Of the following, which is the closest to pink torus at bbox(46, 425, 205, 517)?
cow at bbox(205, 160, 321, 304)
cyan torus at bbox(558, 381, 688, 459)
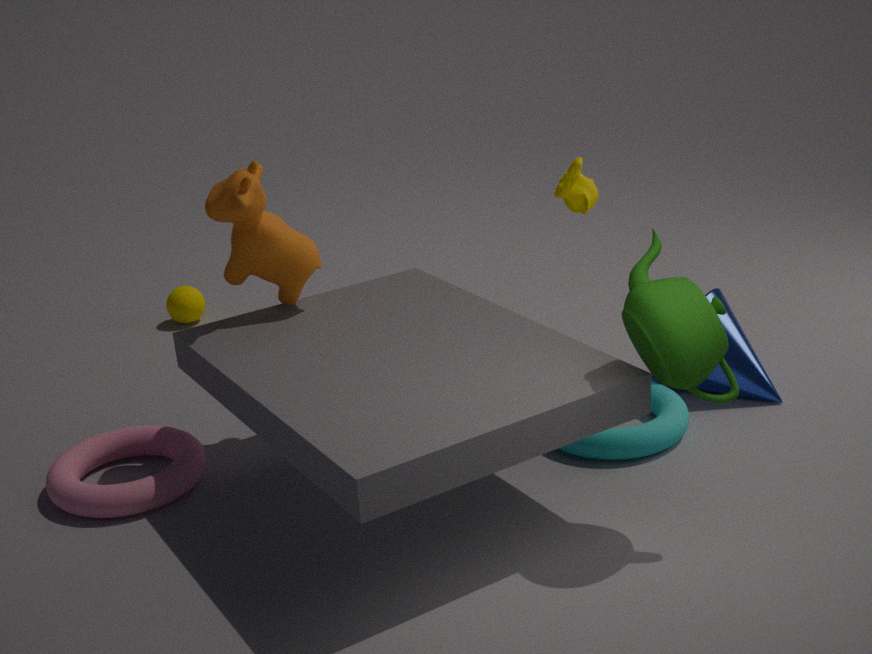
cow at bbox(205, 160, 321, 304)
